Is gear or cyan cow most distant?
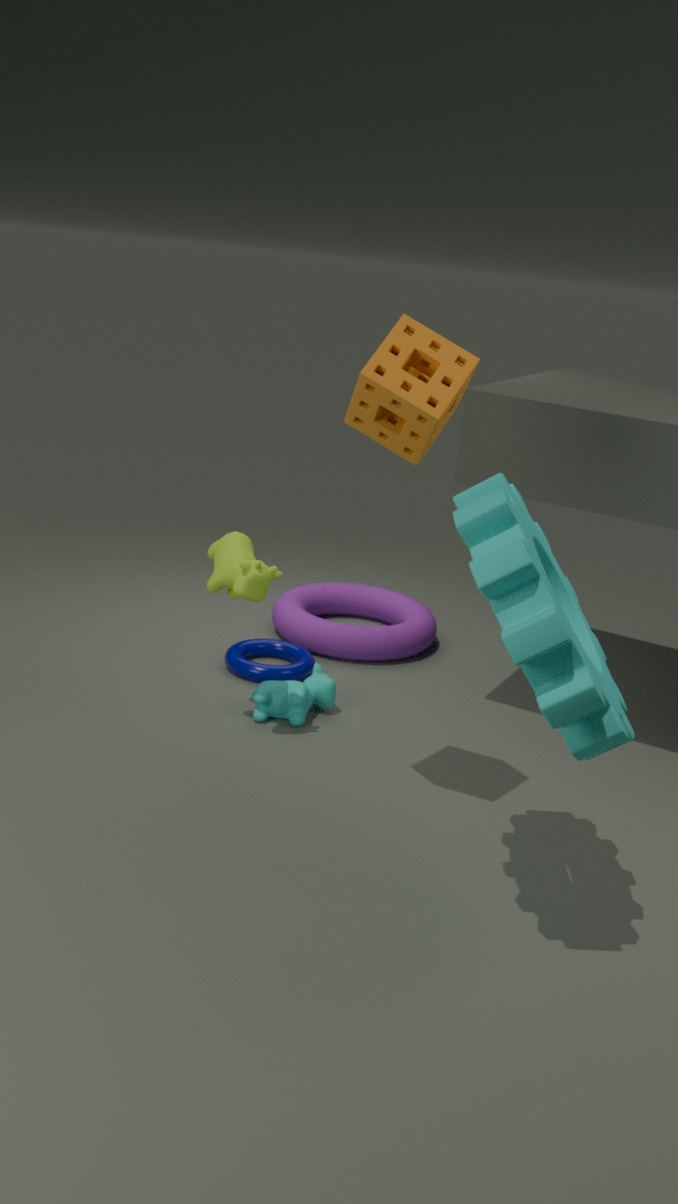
cyan cow
